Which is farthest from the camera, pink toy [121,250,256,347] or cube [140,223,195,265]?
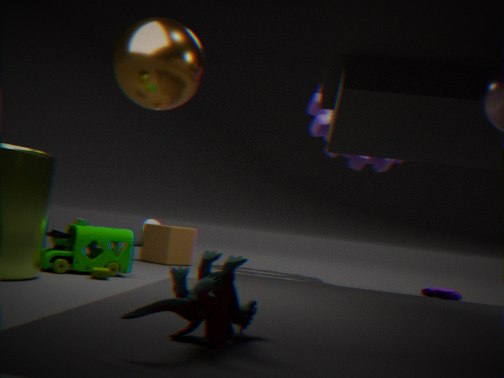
cube [140,223,195,265]
